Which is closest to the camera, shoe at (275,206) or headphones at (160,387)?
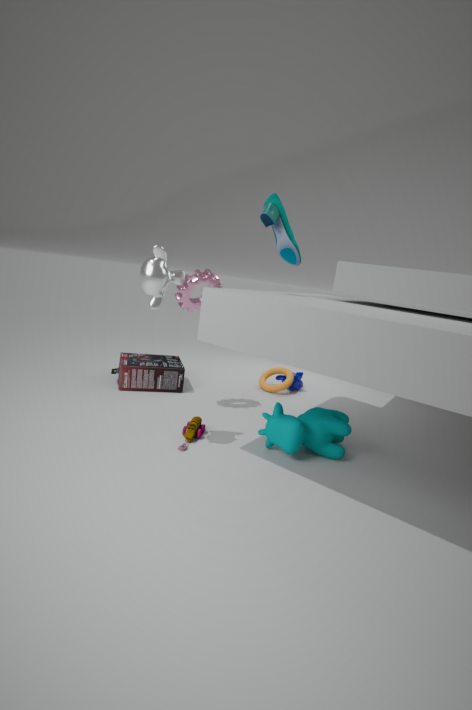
shoe at (275,206)
